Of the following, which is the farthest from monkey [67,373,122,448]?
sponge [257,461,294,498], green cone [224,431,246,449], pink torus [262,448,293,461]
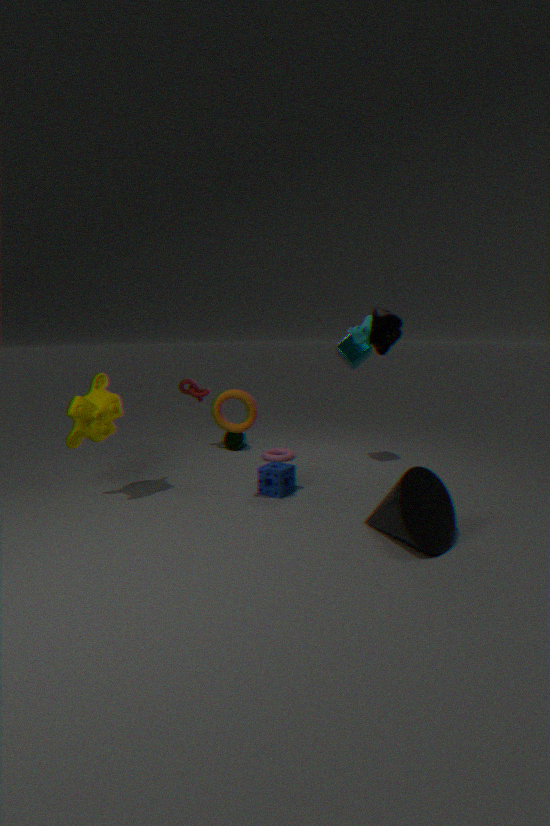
green cone [224,431,246,449]
